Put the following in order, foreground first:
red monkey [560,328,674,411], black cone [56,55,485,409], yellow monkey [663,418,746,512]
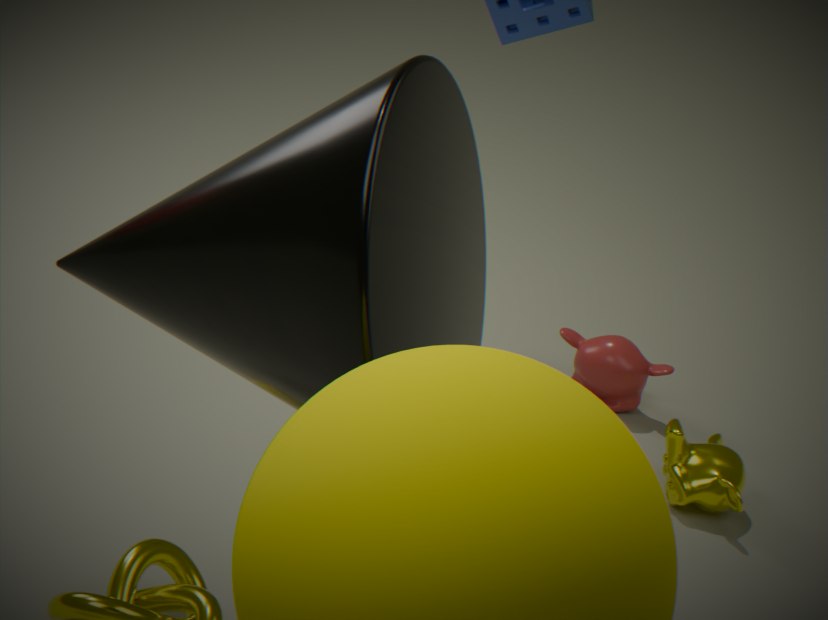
black cone [56,55,485,409] → yellow monkey [663,418,746,512] → red monkey [560,328,674,411]
